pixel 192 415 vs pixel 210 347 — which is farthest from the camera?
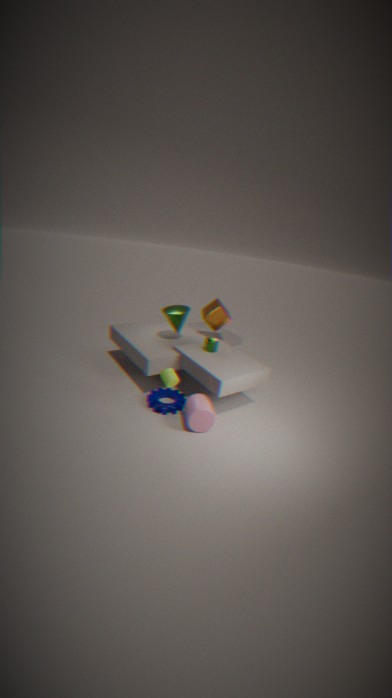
pixel 210 347
